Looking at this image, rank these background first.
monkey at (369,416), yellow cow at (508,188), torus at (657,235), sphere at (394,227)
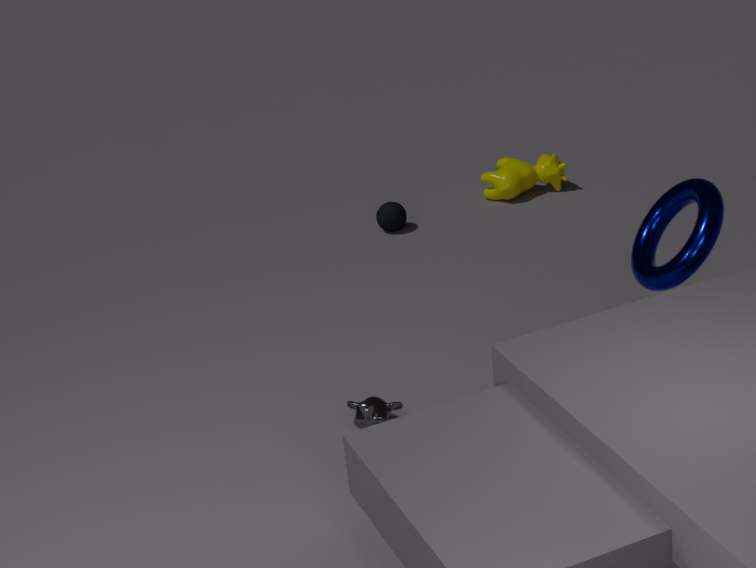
yellow cow at (508,188) < sphere at (394,227) < monkey at (369,416) < torus at (657,235)
